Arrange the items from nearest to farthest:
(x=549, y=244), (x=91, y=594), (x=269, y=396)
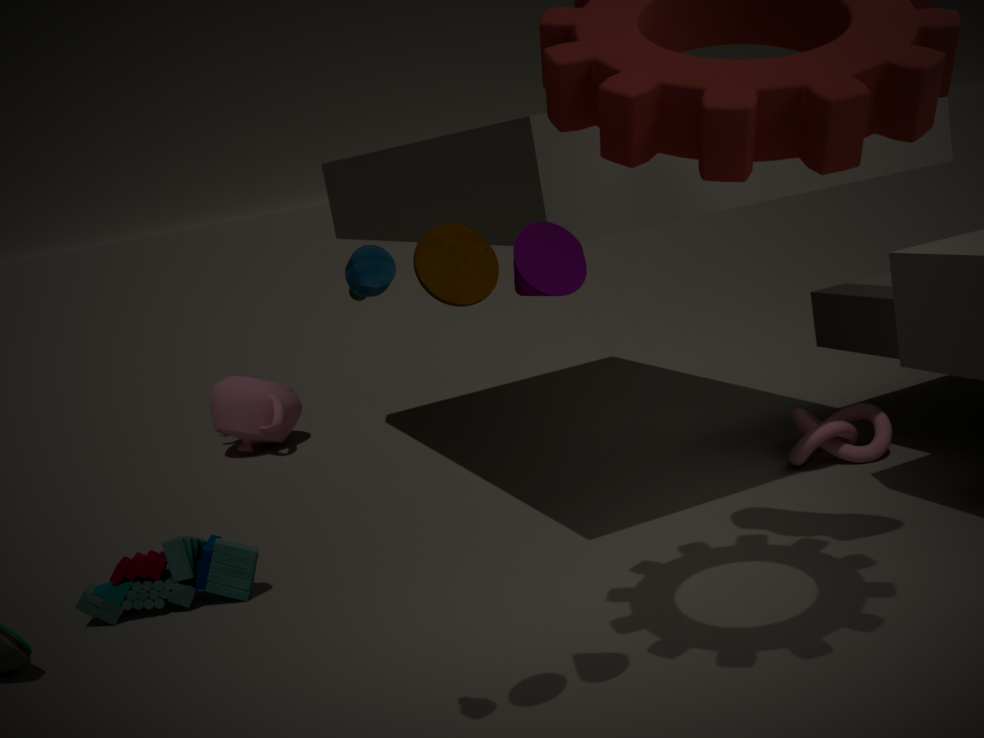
(x=549, y=244) < (x=91, y=594) < (x=269, y=396)
